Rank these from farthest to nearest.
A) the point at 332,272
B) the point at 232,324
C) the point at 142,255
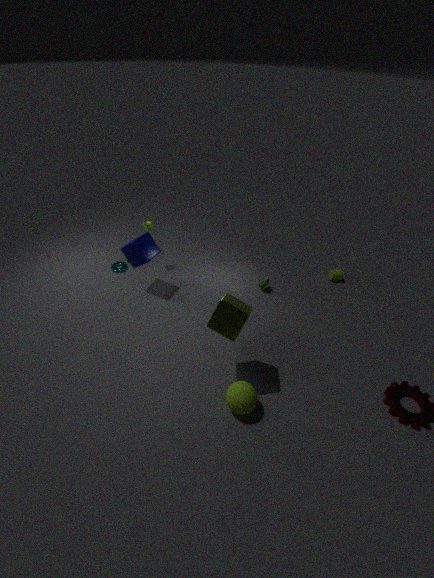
the point at 332,272, the point at 142,255, the point at 232,324
